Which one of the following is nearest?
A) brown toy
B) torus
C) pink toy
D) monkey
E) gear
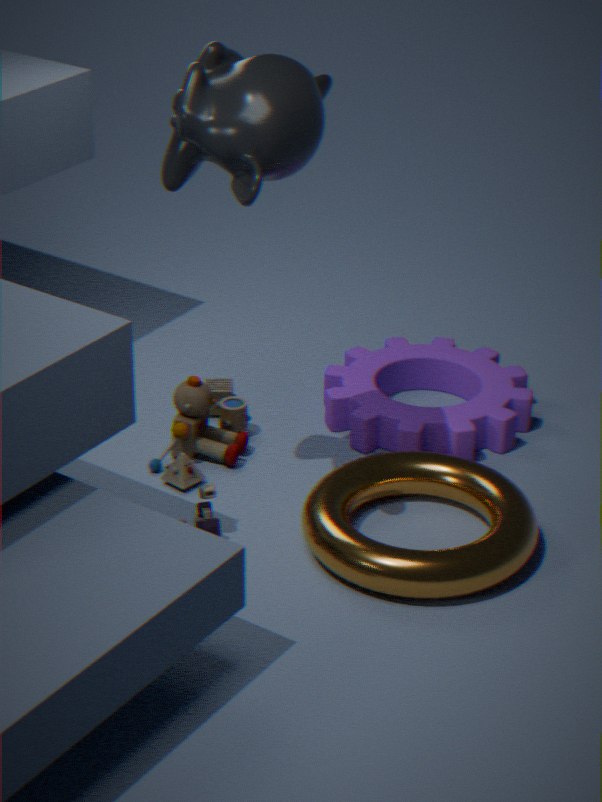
monkey
